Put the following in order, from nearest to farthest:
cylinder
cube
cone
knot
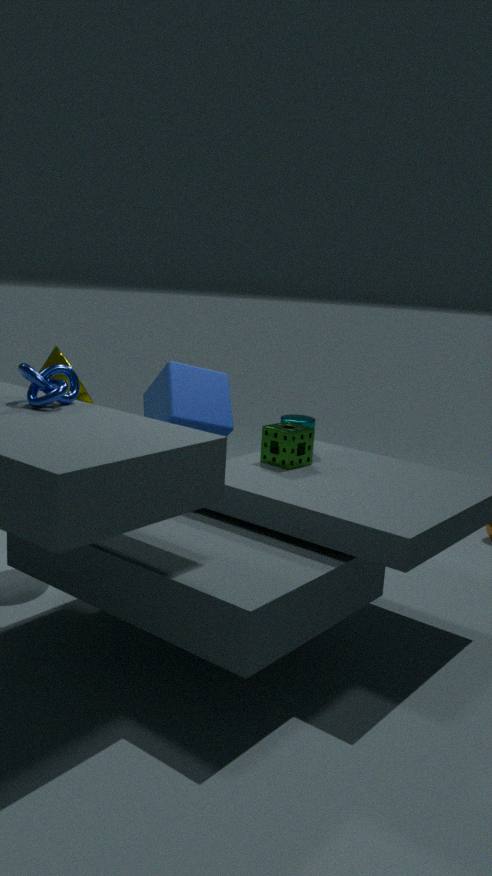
knot → cone → cylinder → cube
